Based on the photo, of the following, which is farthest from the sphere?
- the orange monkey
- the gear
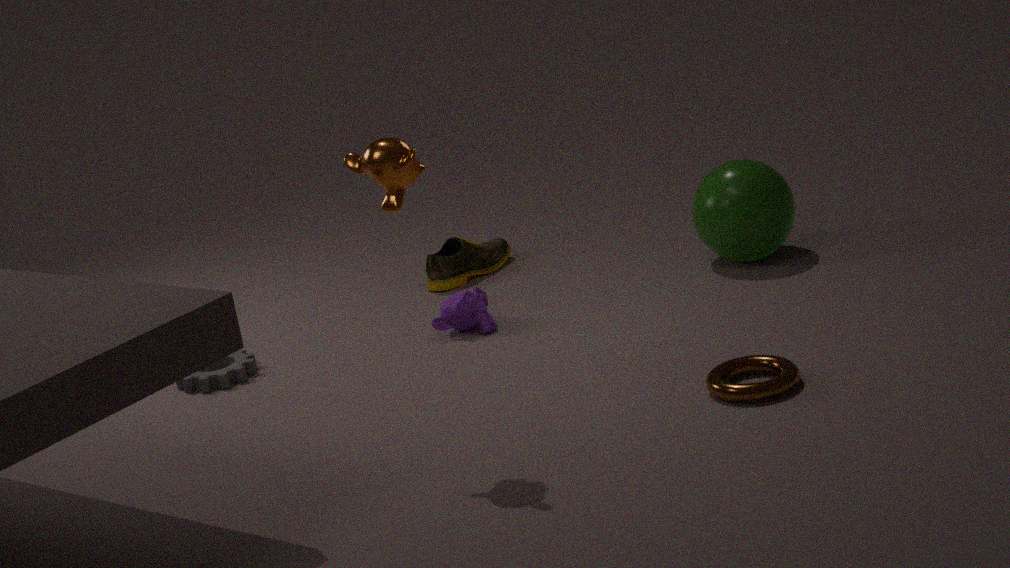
the gear
